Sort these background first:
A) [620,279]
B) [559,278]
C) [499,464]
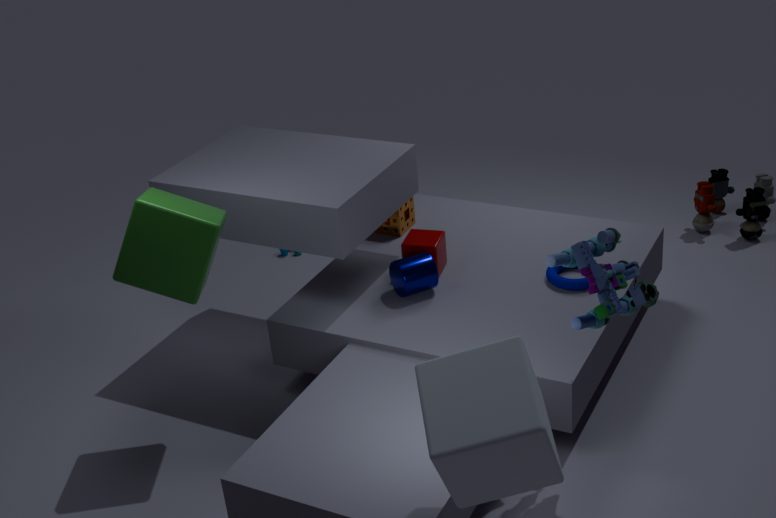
1. [559,278]
2. [620,279]
3. [499,464]
